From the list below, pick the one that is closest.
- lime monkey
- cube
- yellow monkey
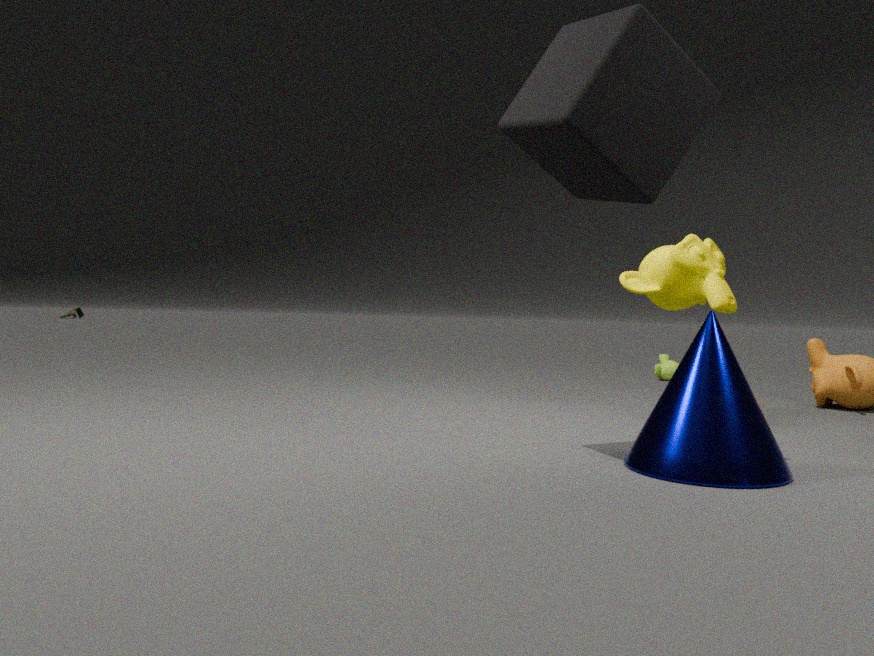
cube
